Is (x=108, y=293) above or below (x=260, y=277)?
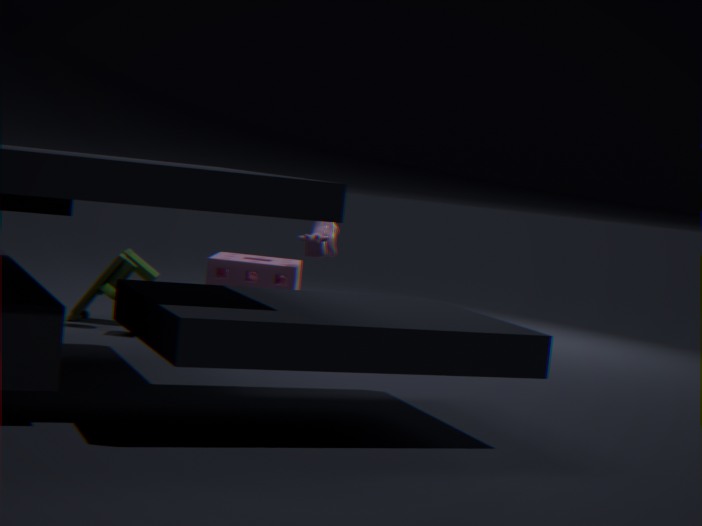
below
